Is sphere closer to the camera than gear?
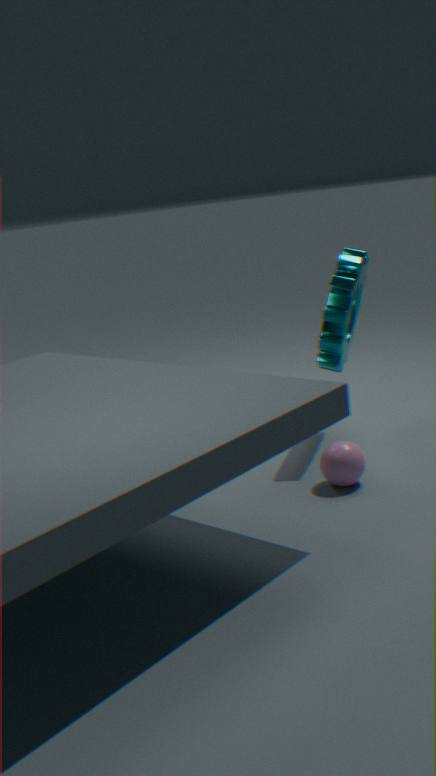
Yes
